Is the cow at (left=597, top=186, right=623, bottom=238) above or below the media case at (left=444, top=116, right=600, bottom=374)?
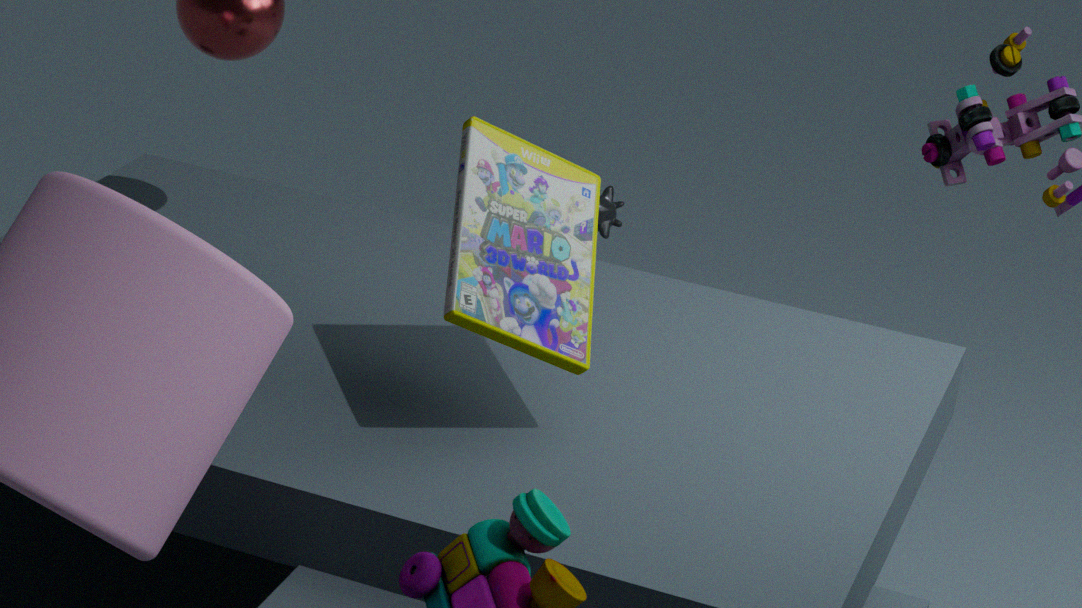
below
